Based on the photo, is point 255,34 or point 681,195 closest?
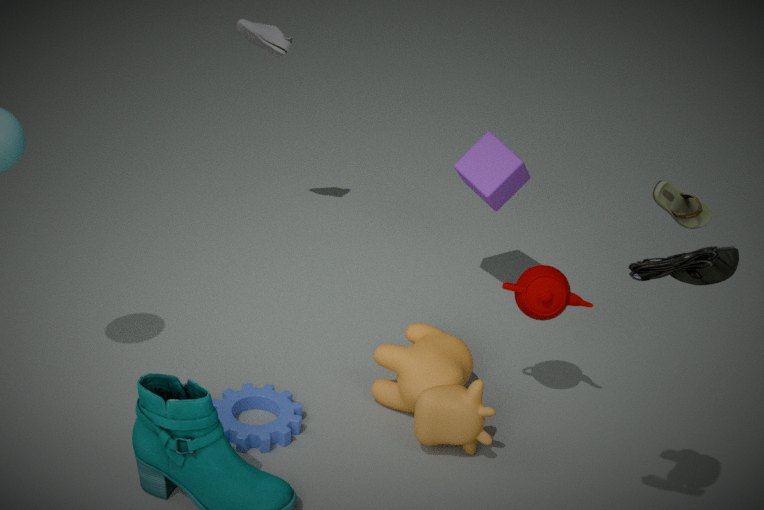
point 681,195
